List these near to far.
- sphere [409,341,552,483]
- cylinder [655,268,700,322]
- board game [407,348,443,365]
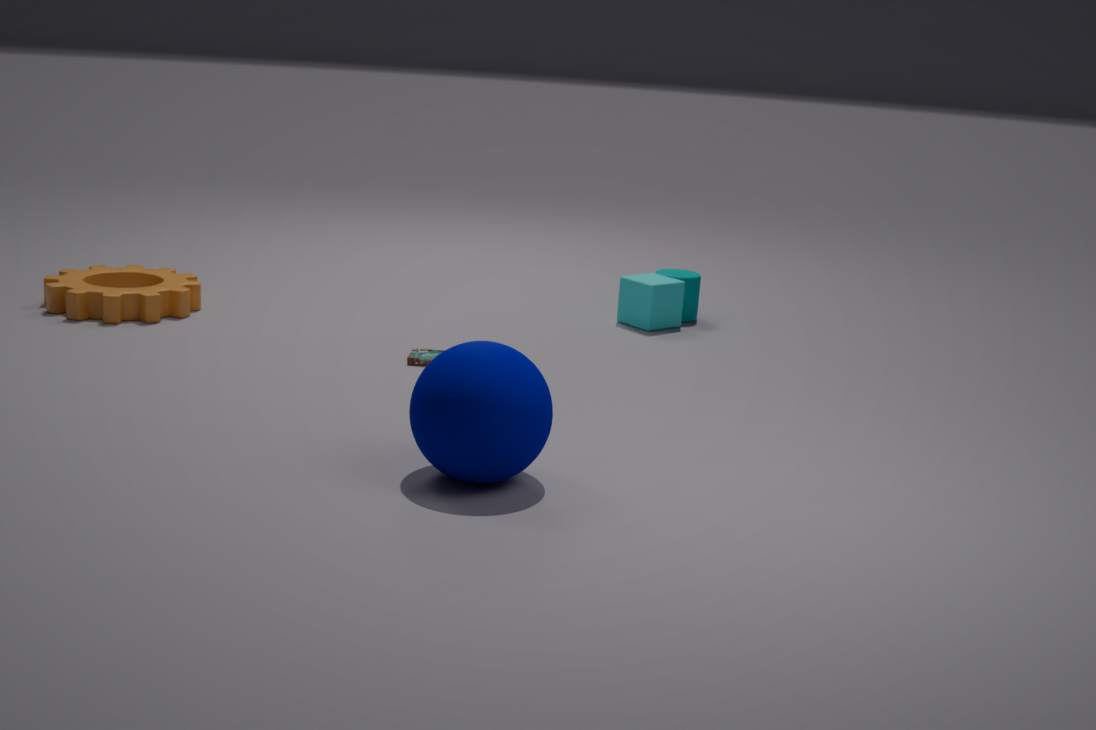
sphere [409,341,552,483] < board game [407,348,443,365] < cylinder [655,268,700,322]
